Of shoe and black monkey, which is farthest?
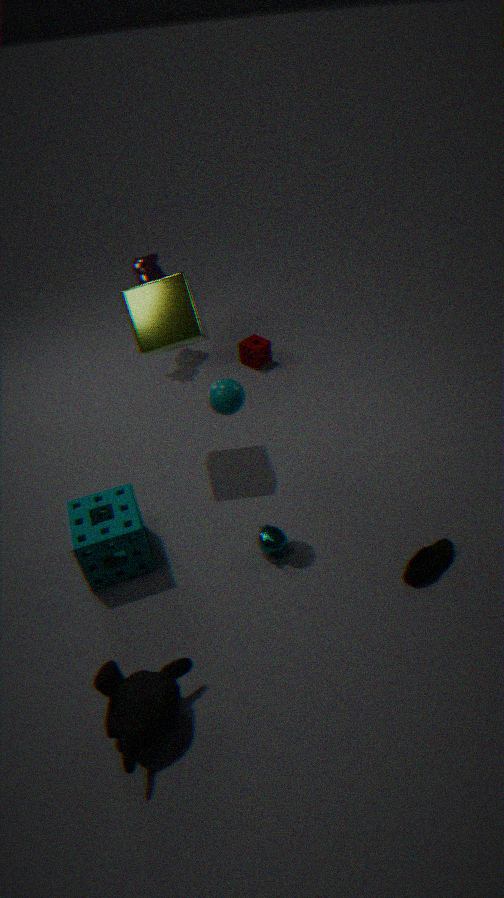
shoe
